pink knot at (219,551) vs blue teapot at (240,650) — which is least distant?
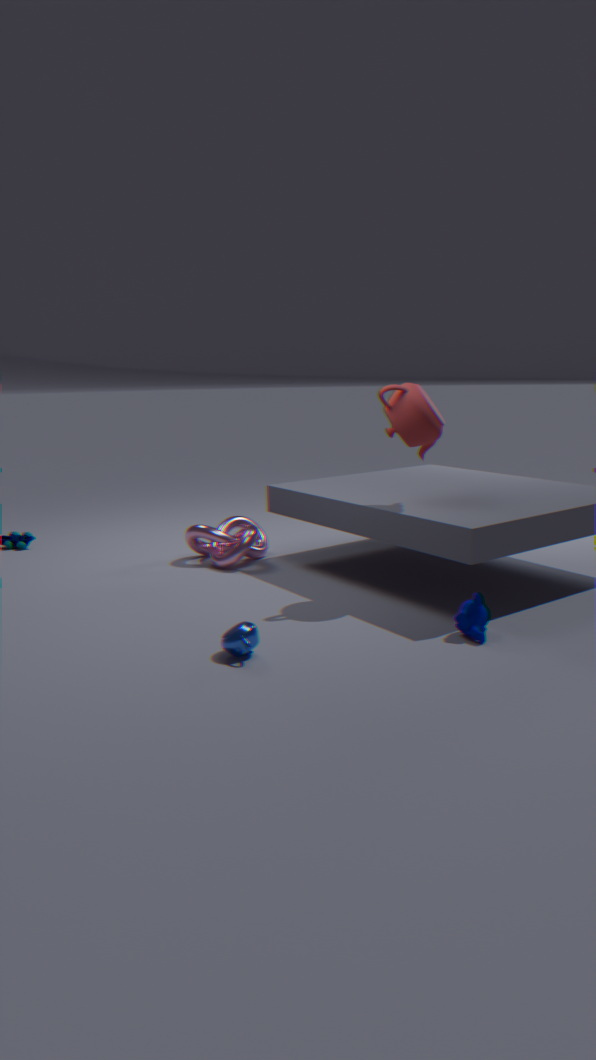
blue teapot at (240,650)
